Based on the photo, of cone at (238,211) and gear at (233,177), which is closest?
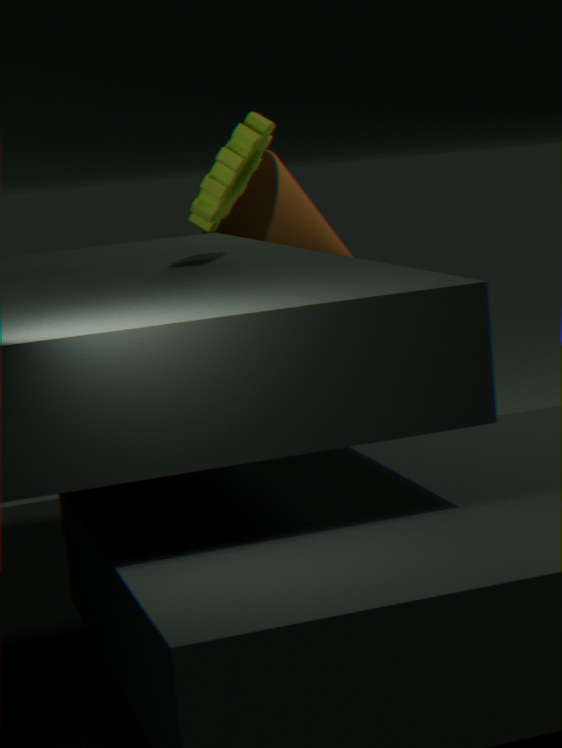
gear at (233,177)
